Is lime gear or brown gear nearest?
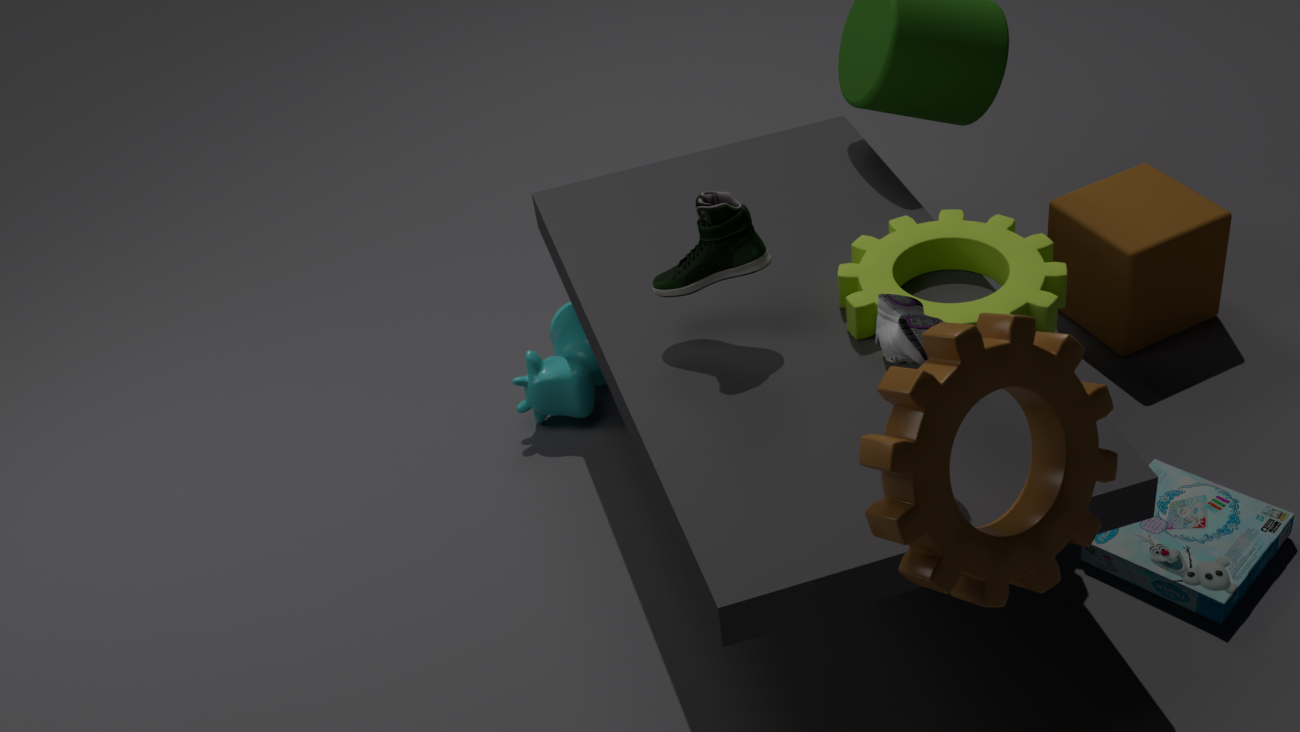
brown gear
